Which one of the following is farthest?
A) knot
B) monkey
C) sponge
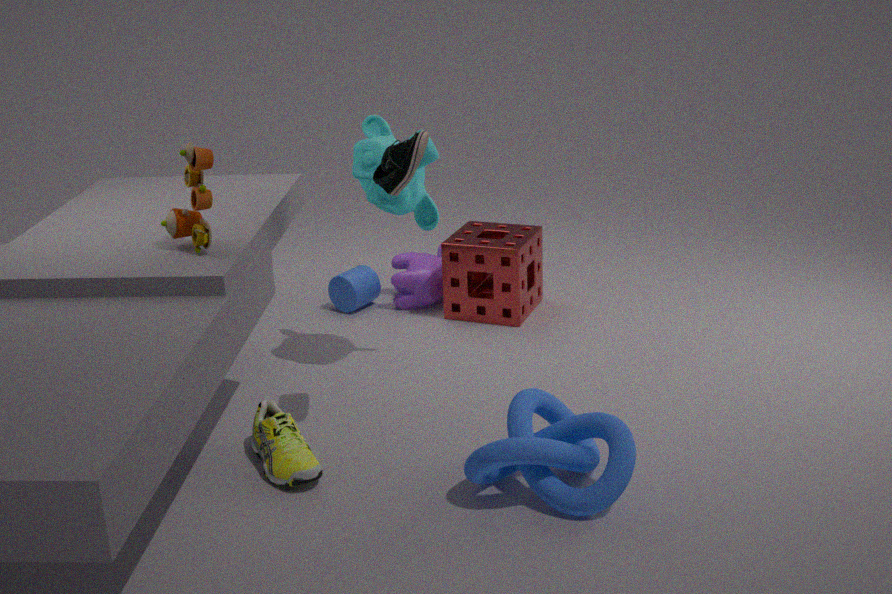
sponge
